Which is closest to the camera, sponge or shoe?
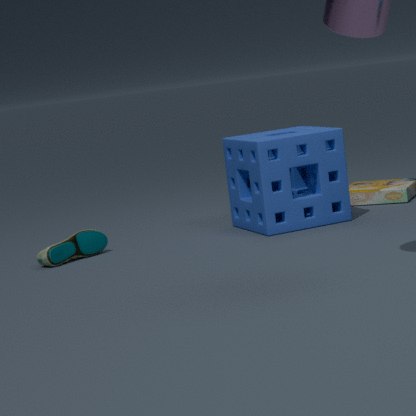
shoe
